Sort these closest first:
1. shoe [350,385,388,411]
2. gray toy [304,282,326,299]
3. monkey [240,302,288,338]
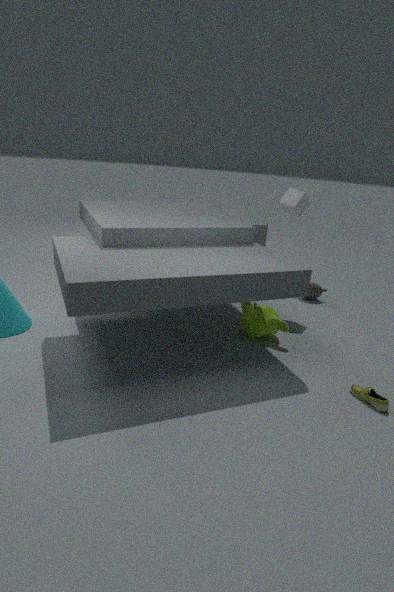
shoe [350,385,388,411], monkey [240,302,288,338], gray toy [304,282,326,299]
